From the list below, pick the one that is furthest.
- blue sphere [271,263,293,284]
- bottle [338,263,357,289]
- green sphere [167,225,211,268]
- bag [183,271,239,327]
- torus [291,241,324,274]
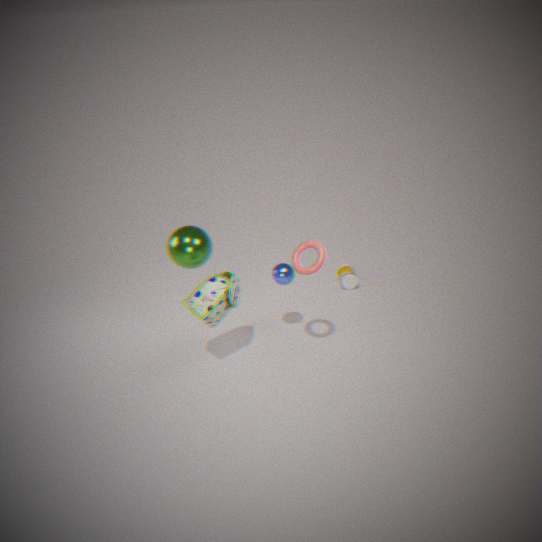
bottle [338,263,357,289]
